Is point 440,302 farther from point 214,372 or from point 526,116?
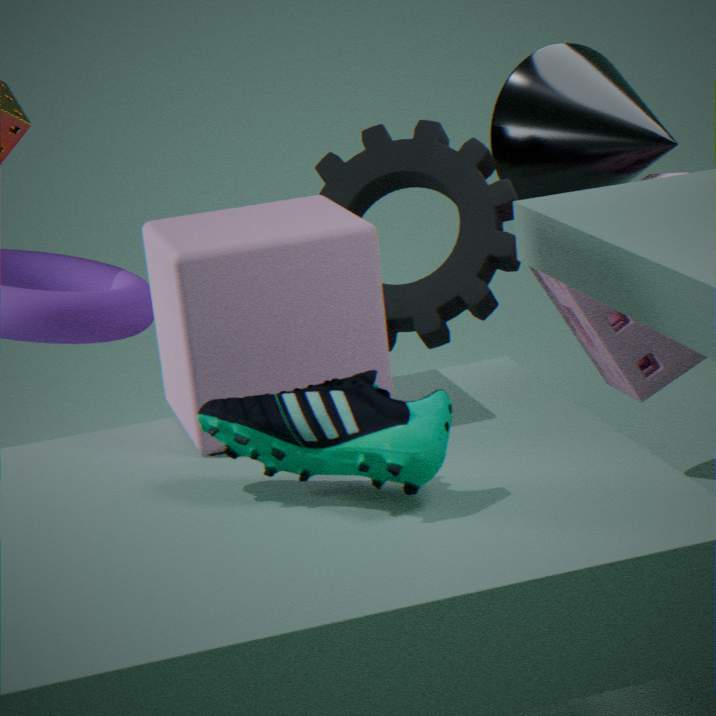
point 214,372
